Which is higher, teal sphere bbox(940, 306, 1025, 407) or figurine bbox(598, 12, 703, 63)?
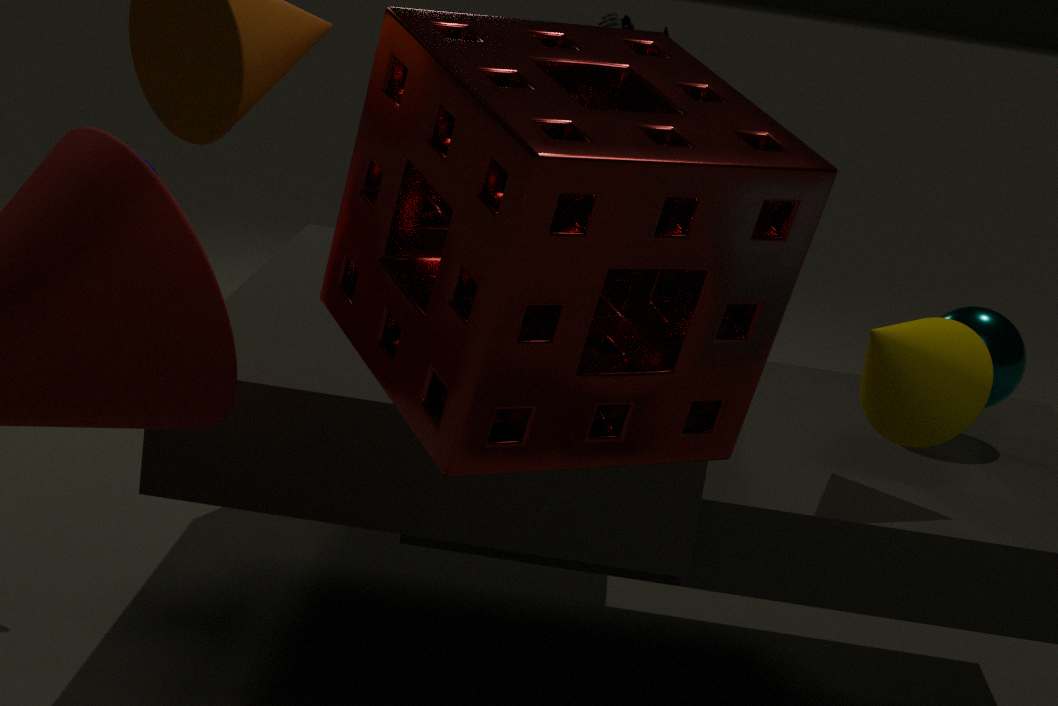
figurine bbox(598, 12, 703, 63)
